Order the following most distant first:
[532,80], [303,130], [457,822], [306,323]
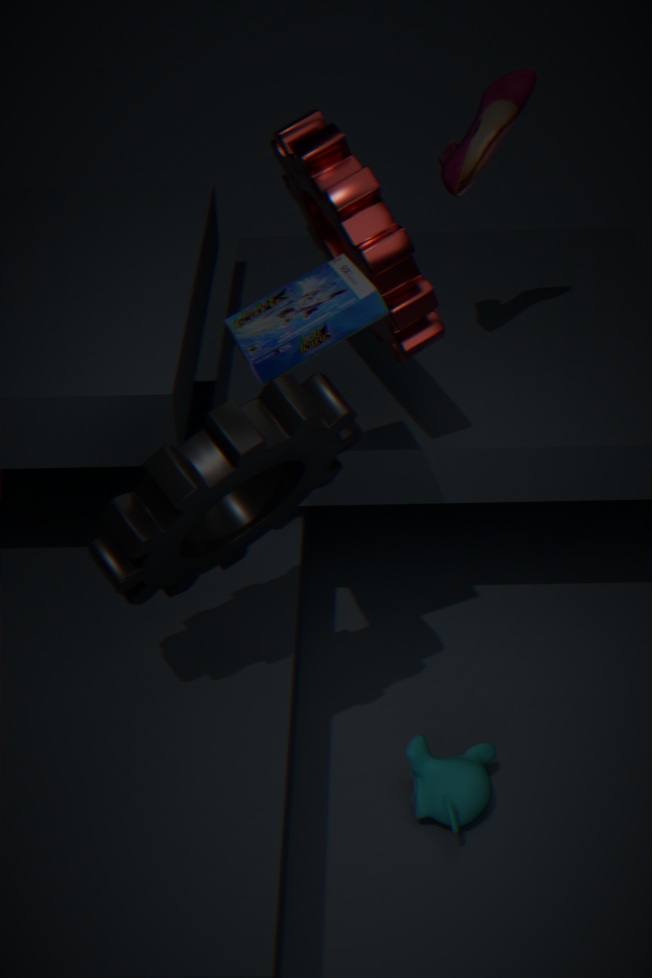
[532,80] → [303,130] → [457,822] → [306,323]
